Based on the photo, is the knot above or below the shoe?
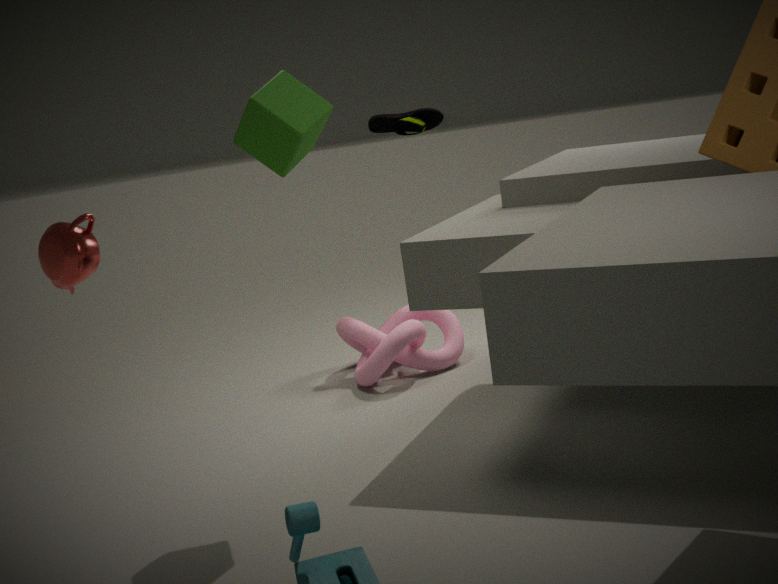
below
